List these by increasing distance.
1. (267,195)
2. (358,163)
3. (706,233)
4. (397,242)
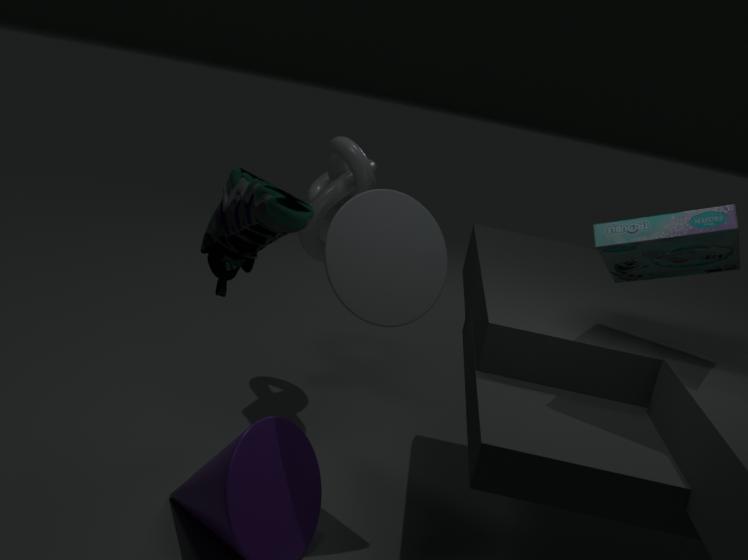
(267,195) < (706,233) < (397,242) < (358,163)
